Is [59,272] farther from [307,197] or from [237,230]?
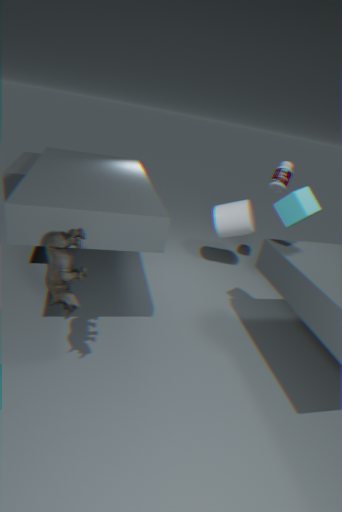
[237,230]
